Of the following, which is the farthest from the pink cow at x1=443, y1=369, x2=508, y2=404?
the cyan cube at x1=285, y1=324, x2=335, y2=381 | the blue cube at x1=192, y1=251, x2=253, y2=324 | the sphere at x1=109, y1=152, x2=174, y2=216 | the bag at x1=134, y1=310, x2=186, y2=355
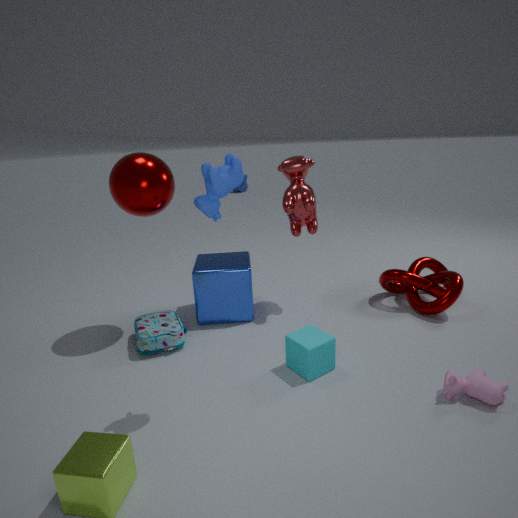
the sphere at x1=109, y1=152, x2=174, y2=216
